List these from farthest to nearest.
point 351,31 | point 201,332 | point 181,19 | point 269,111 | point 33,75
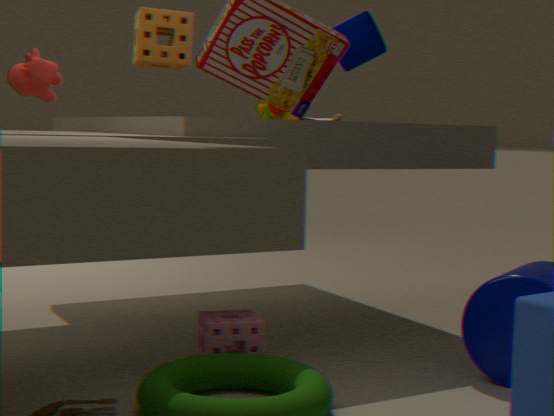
point 351,31 < point 269,111 < point 181,19 < point 201,332 < point 33,75
